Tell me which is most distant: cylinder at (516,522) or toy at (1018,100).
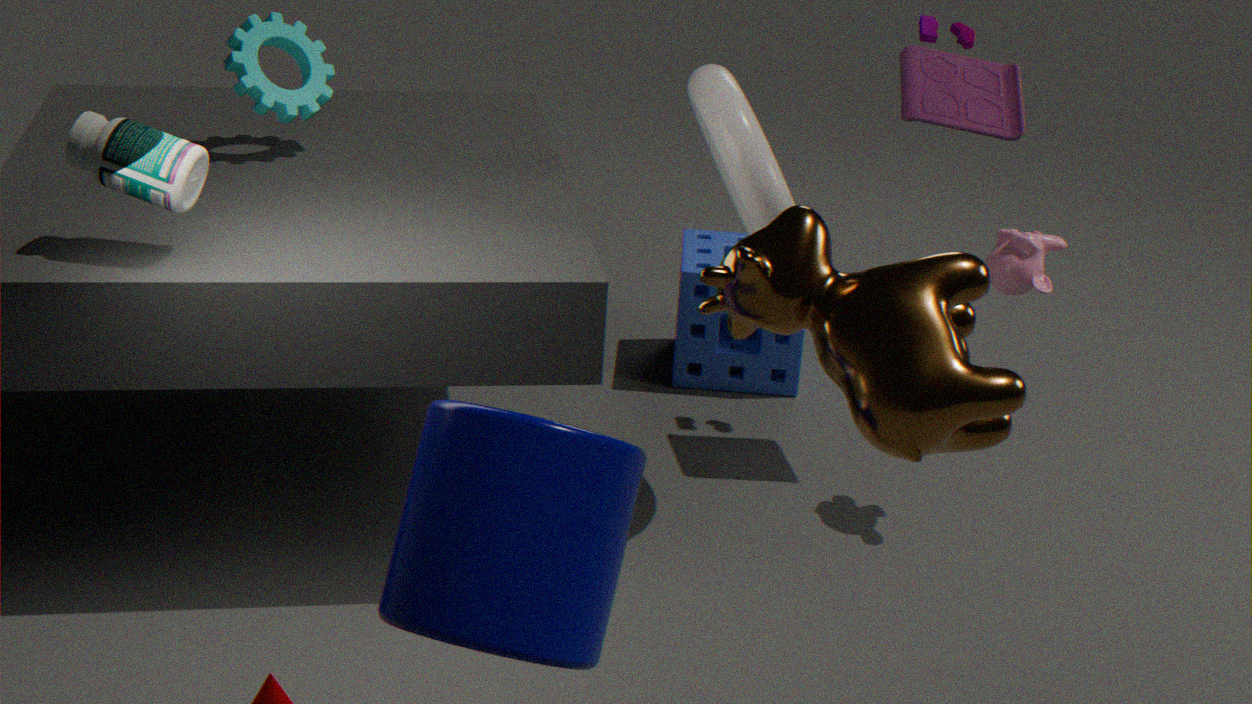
toy at (1018,100)
